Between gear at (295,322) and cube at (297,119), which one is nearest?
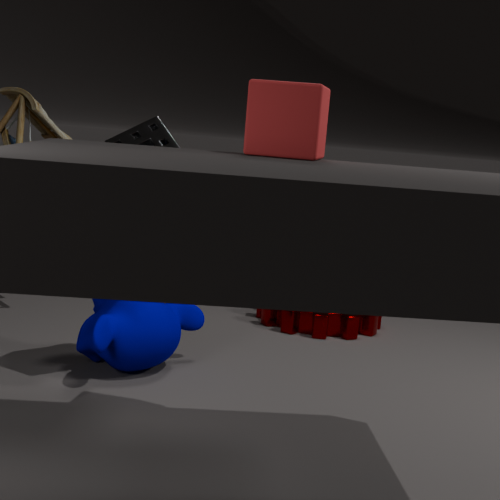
cube at (297,119)
